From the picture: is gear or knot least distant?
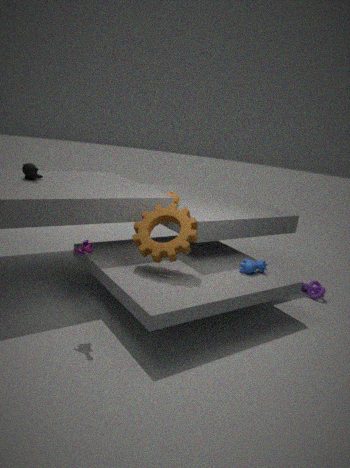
gear
